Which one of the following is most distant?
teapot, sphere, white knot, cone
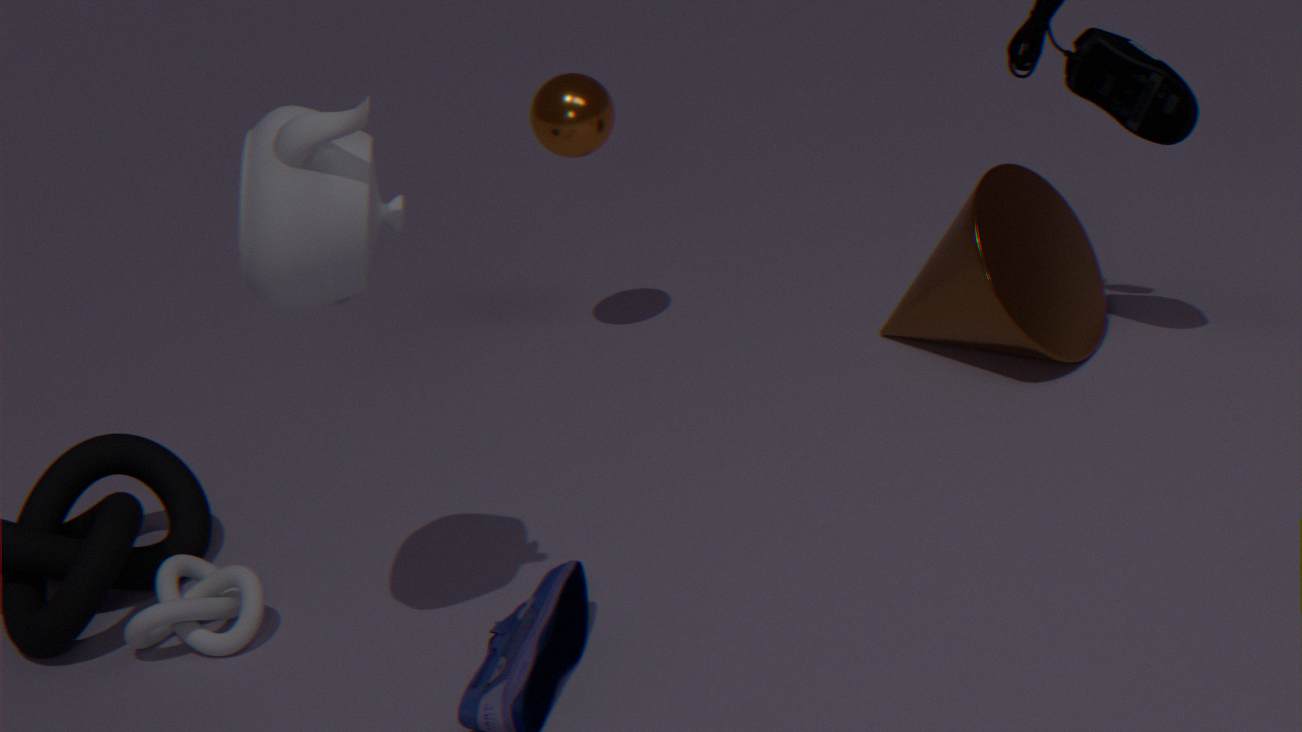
sphere
